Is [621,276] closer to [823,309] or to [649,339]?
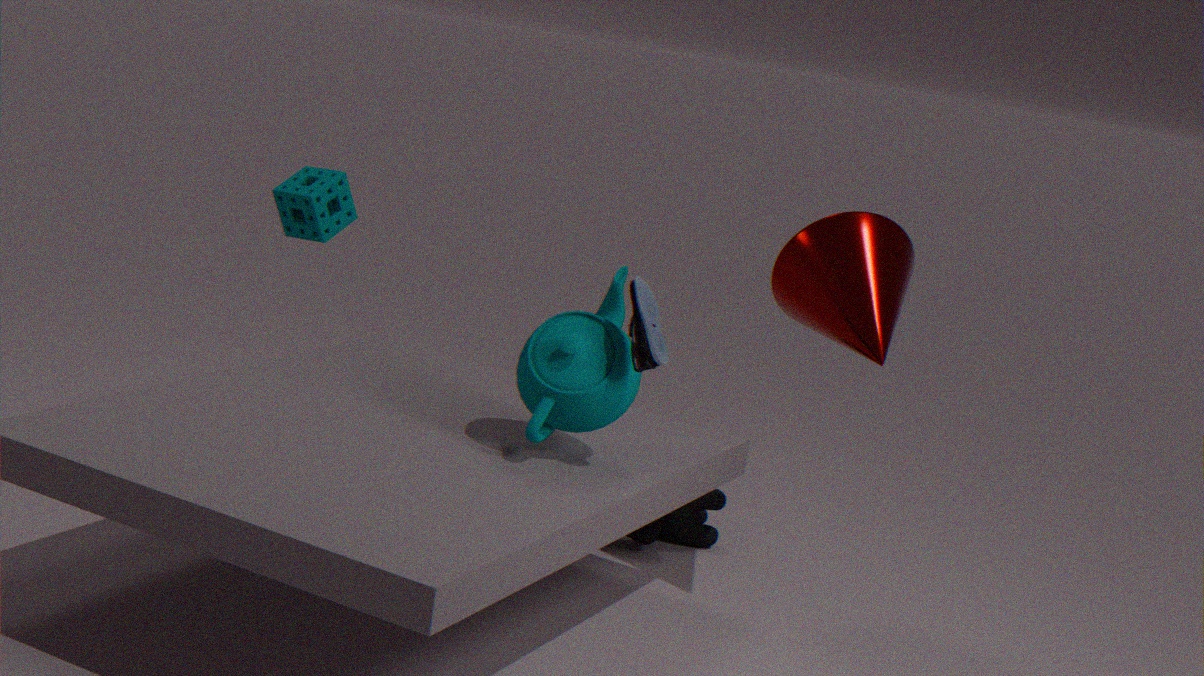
[649,339]
